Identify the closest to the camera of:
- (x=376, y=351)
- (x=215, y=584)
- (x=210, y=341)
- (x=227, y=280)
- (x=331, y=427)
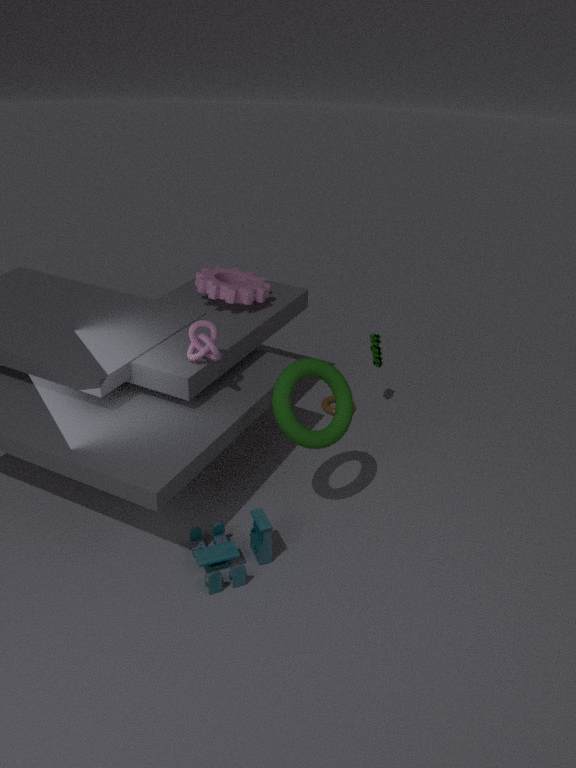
(x=215, y=584)
